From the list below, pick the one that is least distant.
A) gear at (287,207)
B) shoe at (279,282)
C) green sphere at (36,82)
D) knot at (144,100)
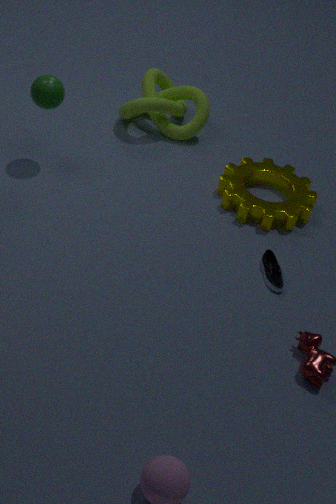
shoe at (279,282)
